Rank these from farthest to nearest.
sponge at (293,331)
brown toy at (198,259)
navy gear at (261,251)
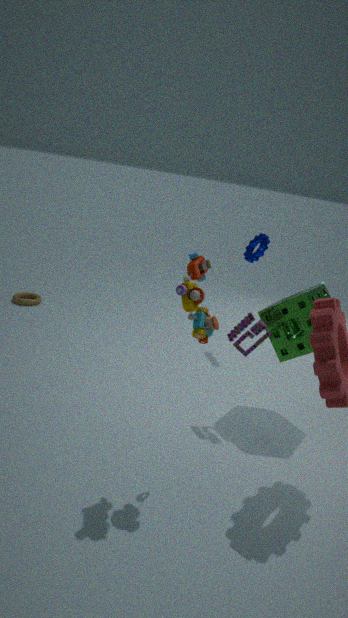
1. navy gear at (261,251)
2. sponge at (293,331)
3. brown toy at (198,259)
